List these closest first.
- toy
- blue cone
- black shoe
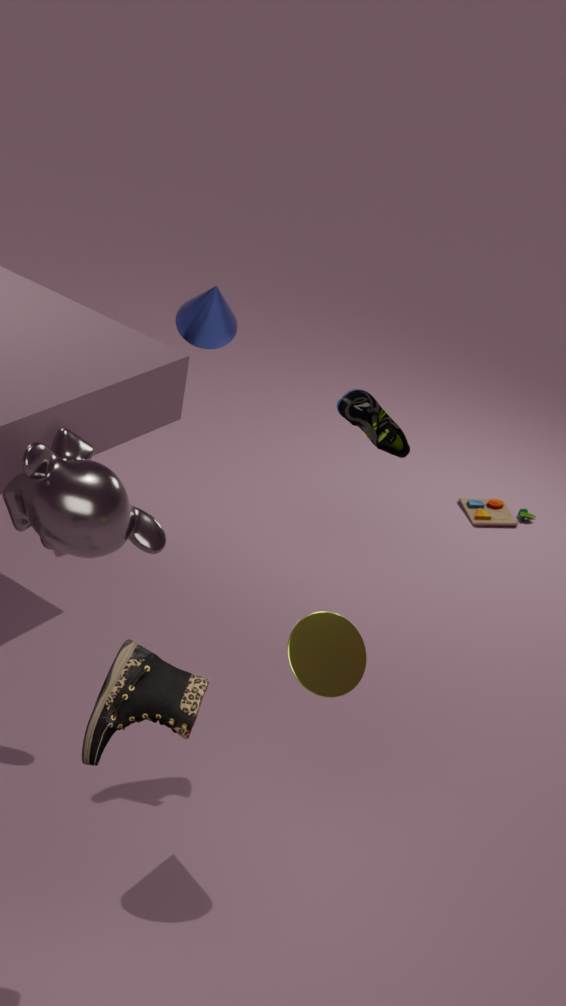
black shoe → blue cone → toy
